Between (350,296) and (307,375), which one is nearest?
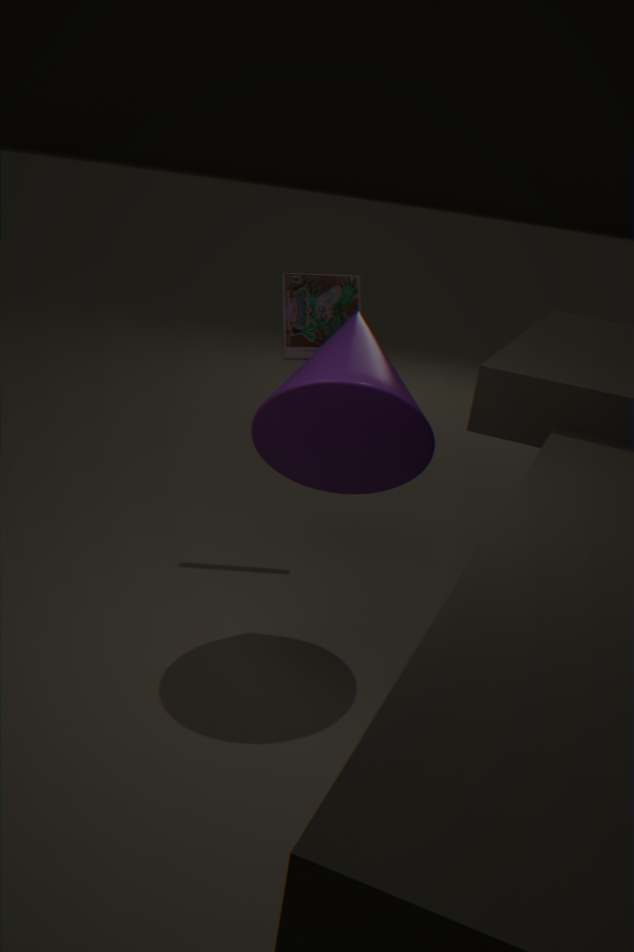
(307,375)
